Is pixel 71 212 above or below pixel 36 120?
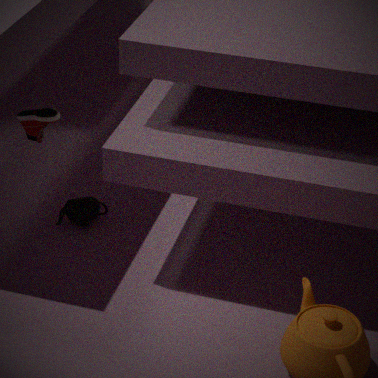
below
